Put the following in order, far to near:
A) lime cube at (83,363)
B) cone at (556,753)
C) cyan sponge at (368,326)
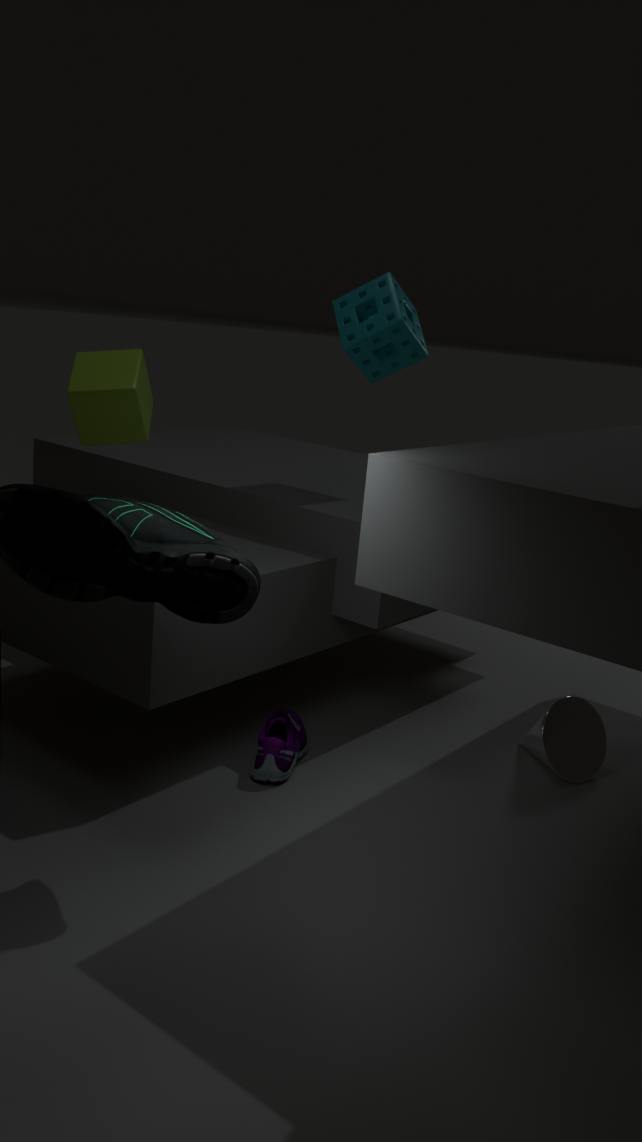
cyan sponge at (368,326) → lime cube at (83,363) → cone at (556,753)
